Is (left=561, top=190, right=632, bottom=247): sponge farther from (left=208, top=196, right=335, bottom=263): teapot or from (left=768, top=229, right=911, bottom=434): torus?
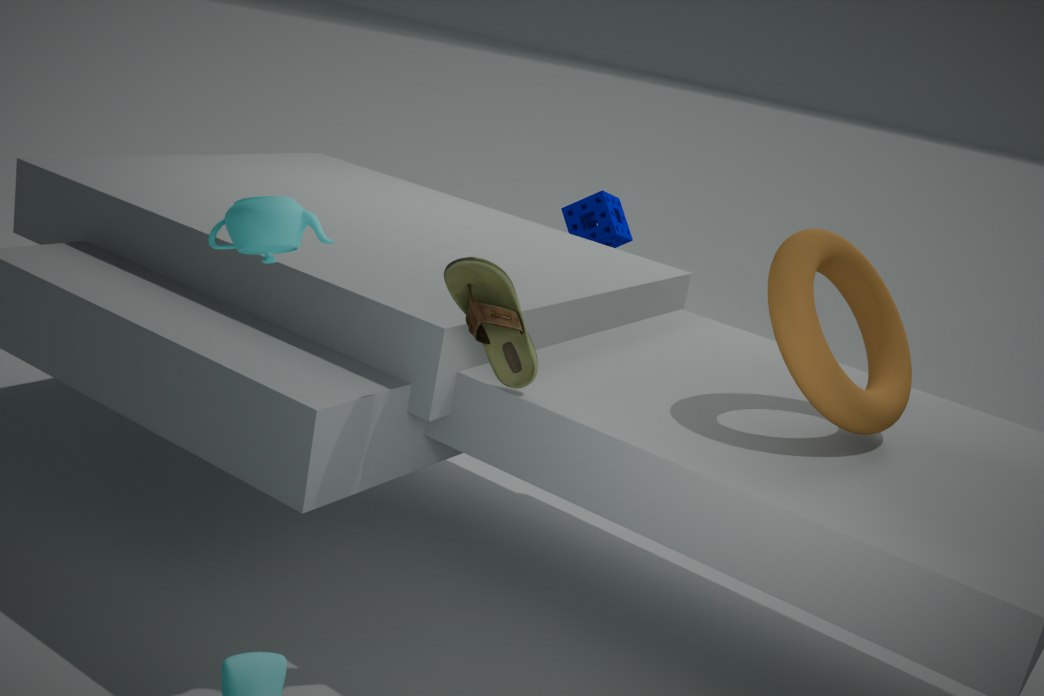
(left=208, top=196, right=335, bottom=263): teapot
